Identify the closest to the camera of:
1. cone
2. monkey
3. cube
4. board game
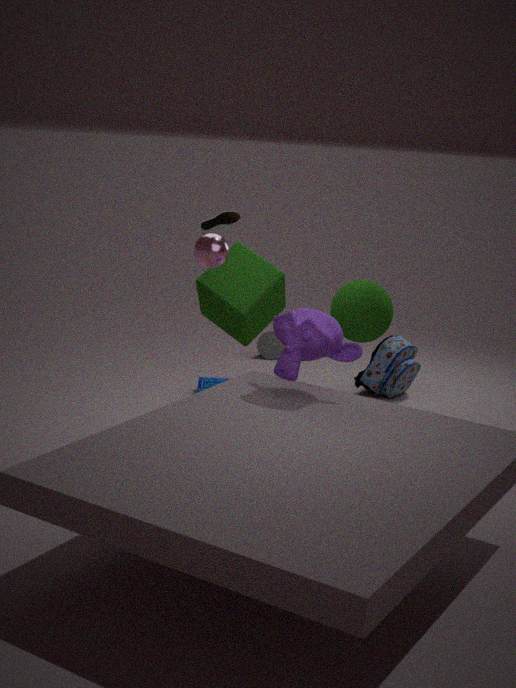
monkey
